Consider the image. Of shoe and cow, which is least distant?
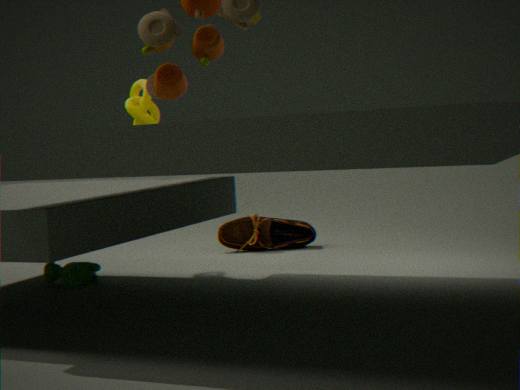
cow
